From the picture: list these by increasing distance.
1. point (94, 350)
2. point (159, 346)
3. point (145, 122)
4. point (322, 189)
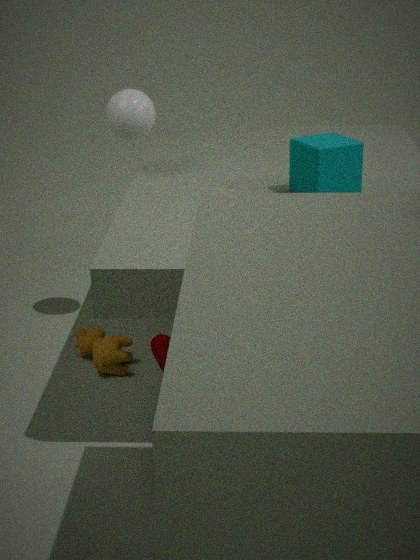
point (159, 346), point (322, 189), point (94, 350), point (145, 122)
